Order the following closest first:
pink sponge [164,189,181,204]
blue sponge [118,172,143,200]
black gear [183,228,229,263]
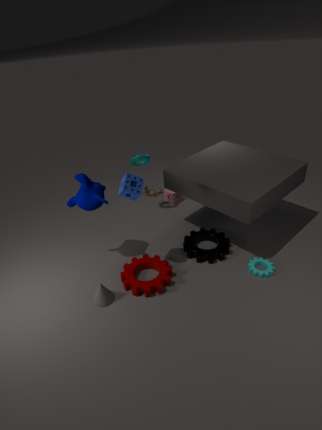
blue sponge [118,172,143,200]
black gear [183,228,229,263]
pink sponge [164,189,181,204]
